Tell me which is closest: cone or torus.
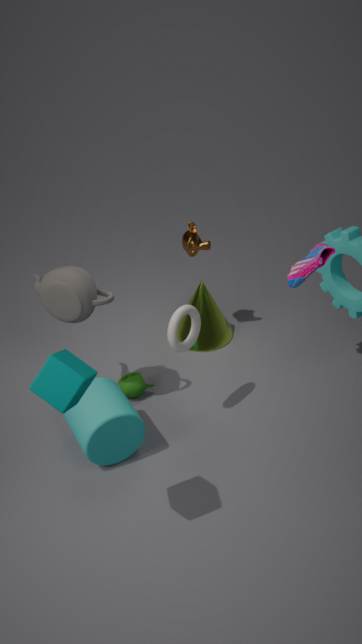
torus
